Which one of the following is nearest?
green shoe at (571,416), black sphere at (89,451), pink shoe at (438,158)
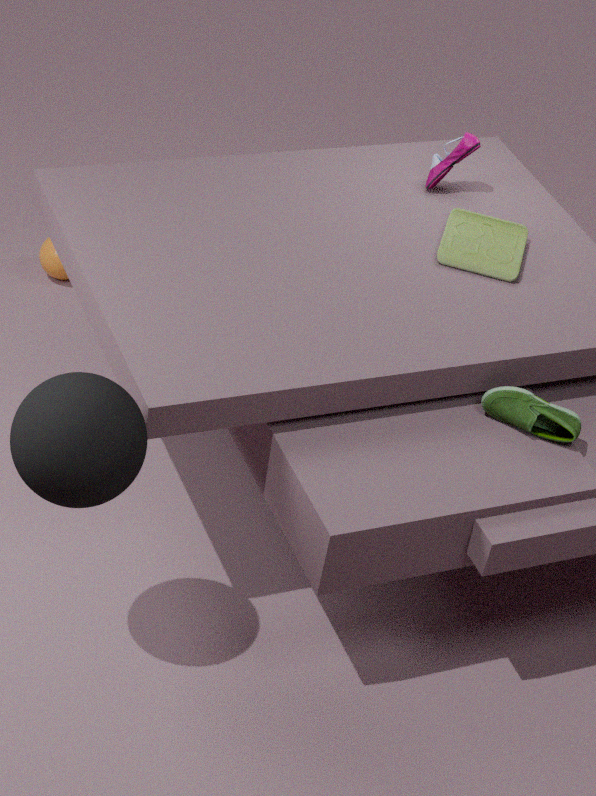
black sphere at (89,451)
